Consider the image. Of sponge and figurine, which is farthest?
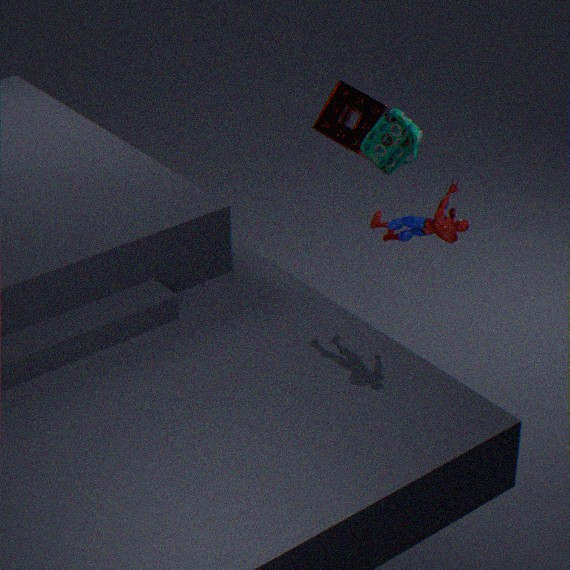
sponge
